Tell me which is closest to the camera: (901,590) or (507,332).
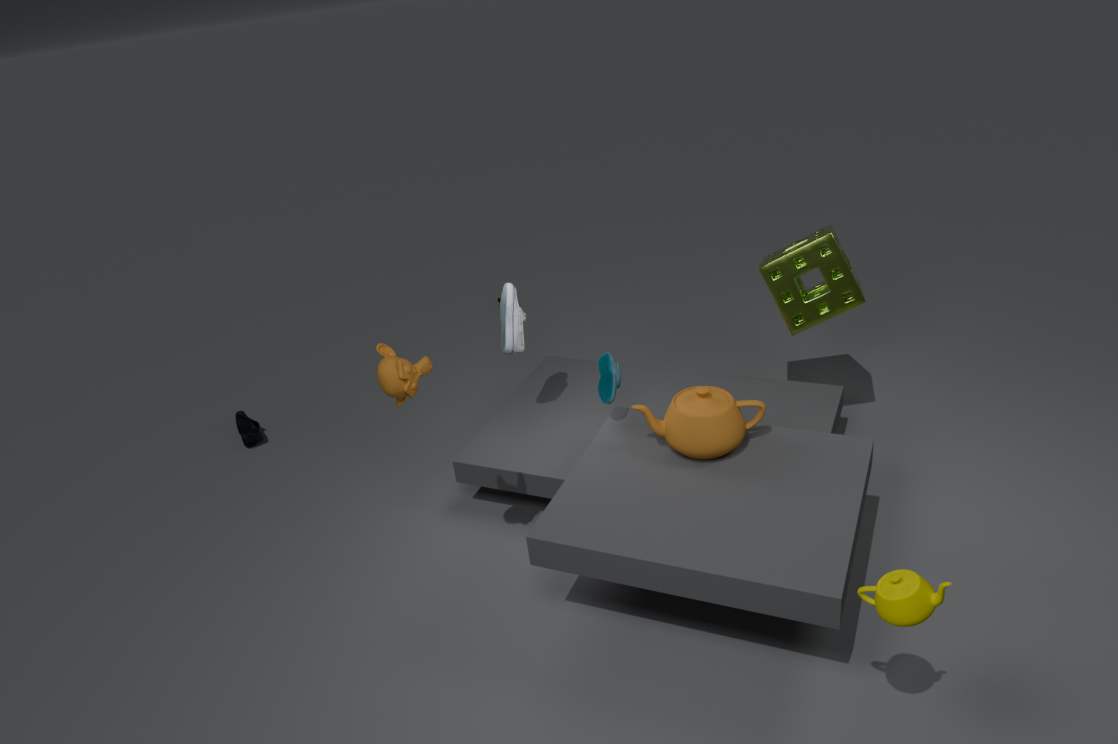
(901,590)
